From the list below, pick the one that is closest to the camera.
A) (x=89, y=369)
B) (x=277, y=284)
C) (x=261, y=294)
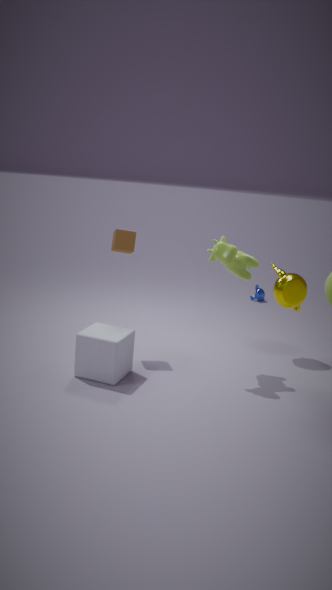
(x=89, y=369)
